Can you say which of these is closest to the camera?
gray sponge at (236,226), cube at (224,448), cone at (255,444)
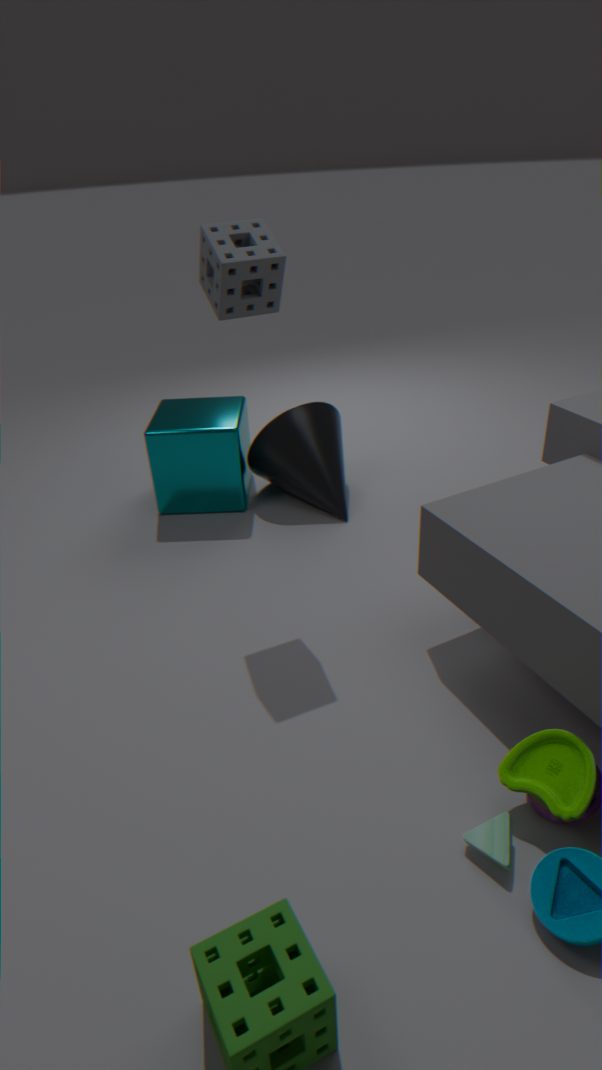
gray sponge at (236,226)
